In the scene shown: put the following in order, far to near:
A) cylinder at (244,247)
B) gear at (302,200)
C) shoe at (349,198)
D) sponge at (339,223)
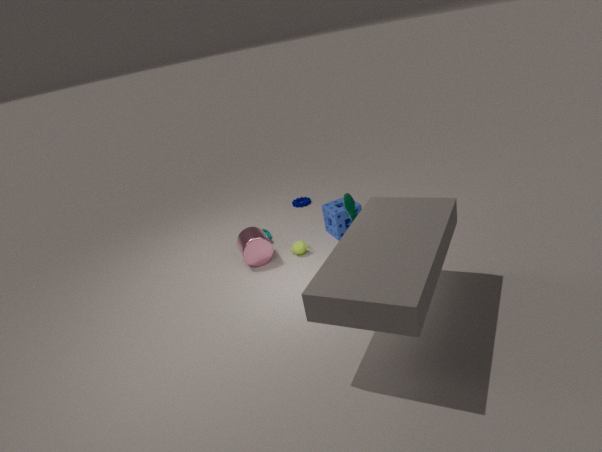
gear at (302,200)
sponge at (339,223)
cylinder at (244,247)
shoe at (349,198)
